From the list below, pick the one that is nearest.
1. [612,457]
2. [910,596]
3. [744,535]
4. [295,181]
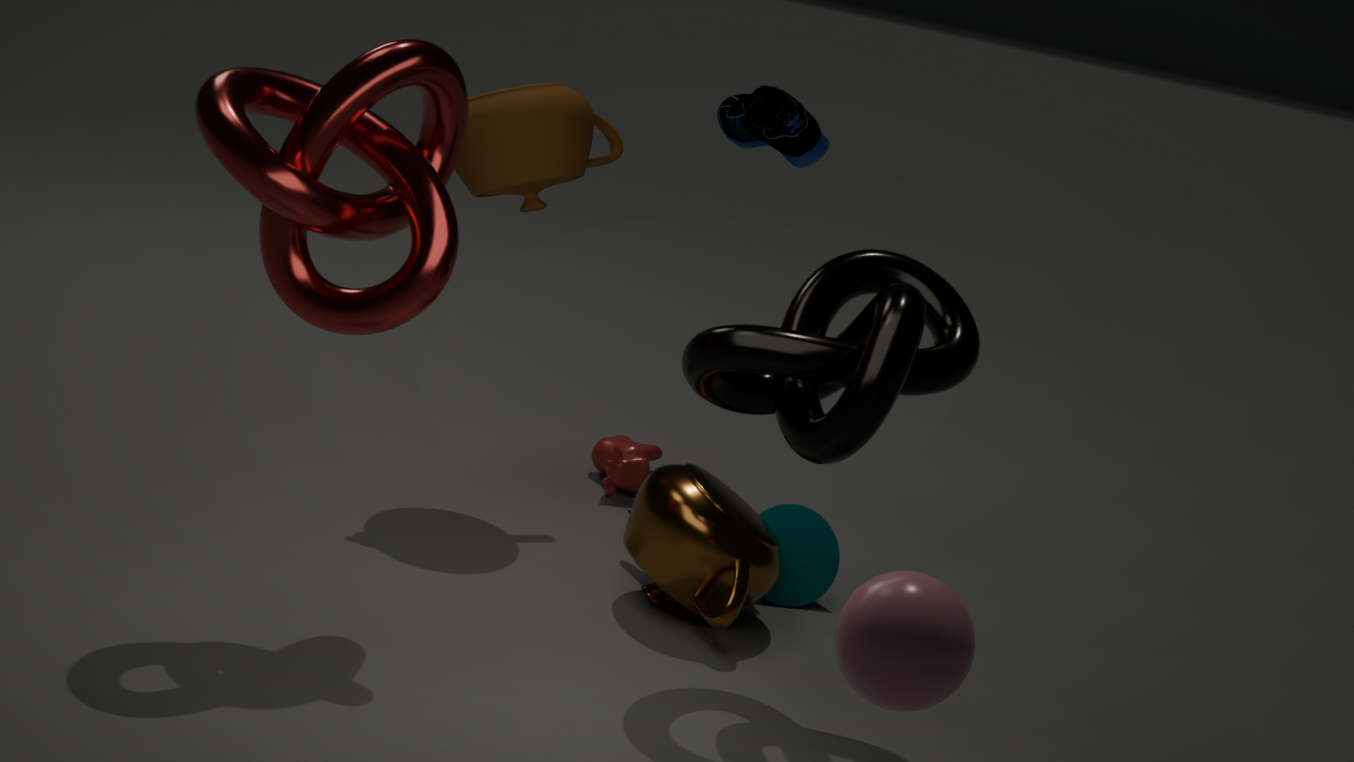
[910,596]
